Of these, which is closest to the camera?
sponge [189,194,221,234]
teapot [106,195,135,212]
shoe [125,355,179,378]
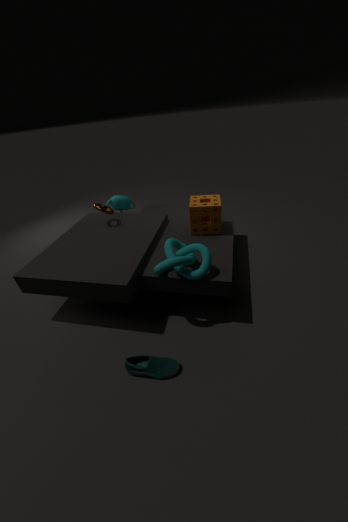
shoe [125,355,179,378]
